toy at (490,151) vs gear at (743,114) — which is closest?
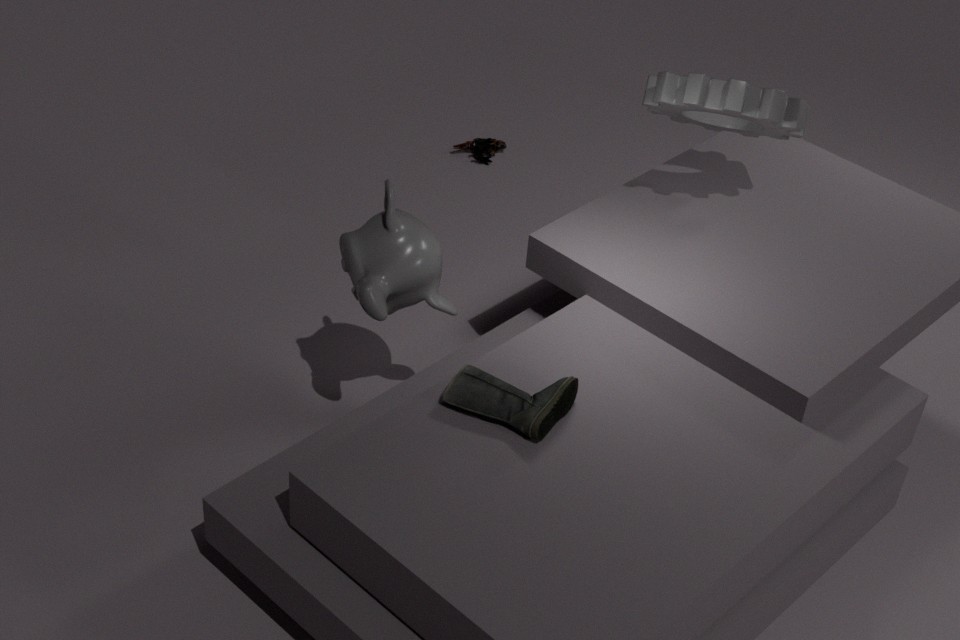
gear at (743,114)
